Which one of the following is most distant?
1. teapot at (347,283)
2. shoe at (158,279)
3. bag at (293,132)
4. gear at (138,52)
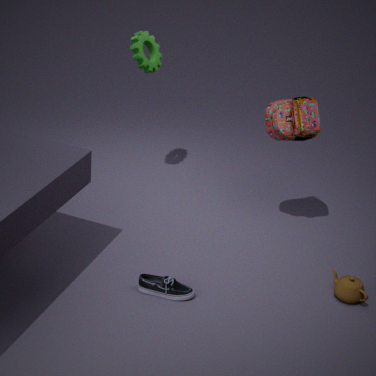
gear at (138,52)
